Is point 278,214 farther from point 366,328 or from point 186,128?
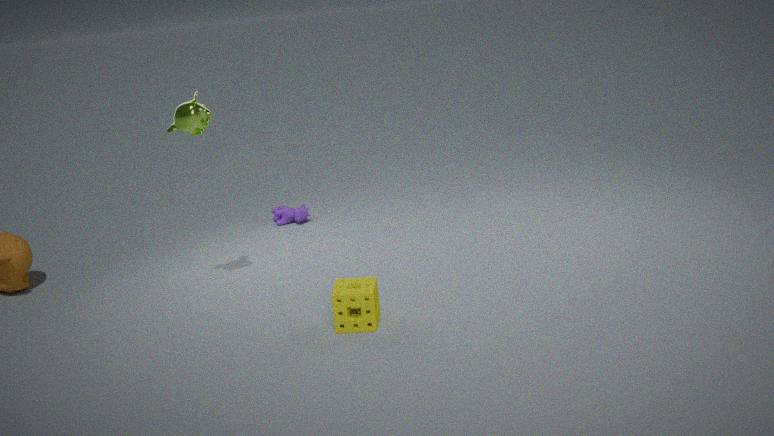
point 366,328
